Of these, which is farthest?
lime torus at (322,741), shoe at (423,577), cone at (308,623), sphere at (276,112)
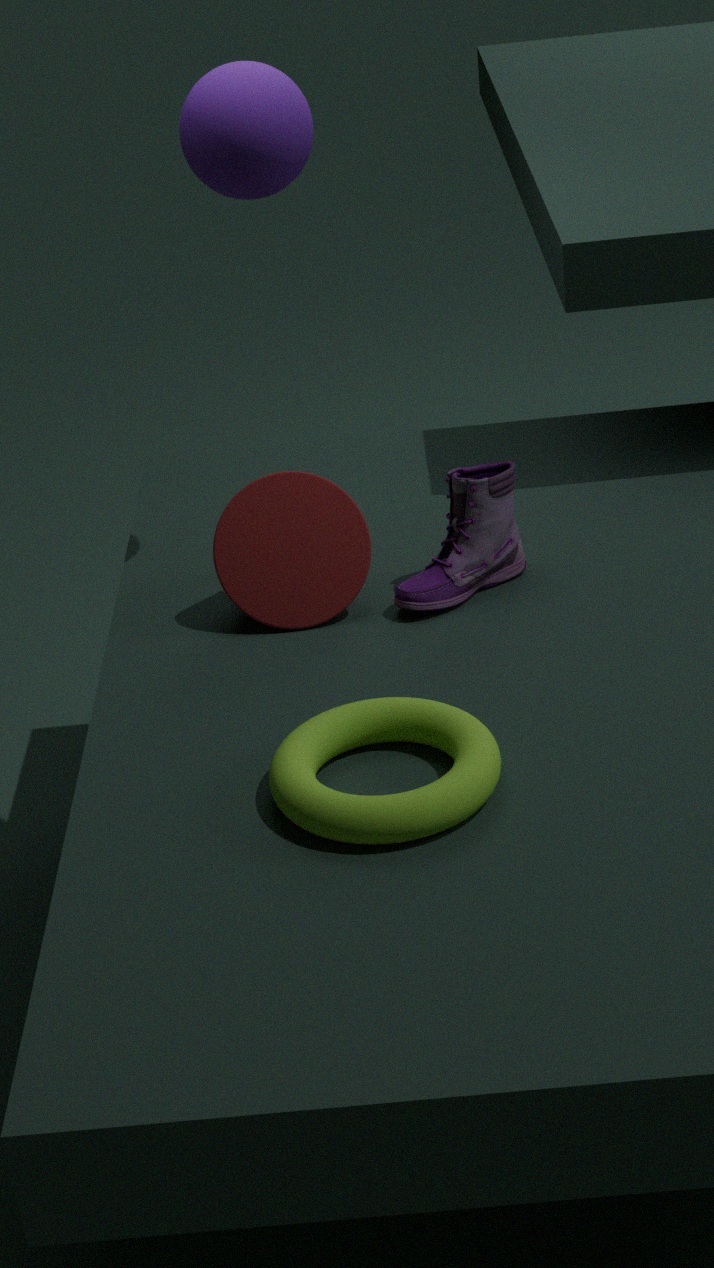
cone at (308,623)
